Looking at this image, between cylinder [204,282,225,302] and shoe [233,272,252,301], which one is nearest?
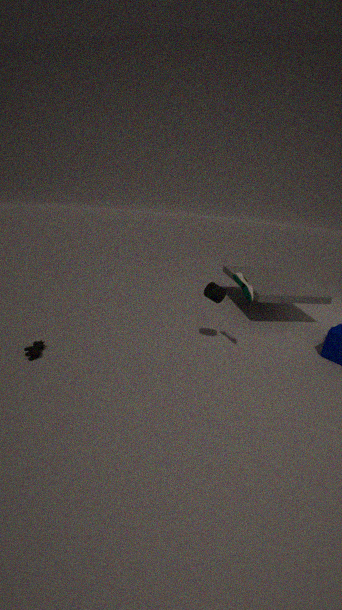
shoe [233,272,252,301]
